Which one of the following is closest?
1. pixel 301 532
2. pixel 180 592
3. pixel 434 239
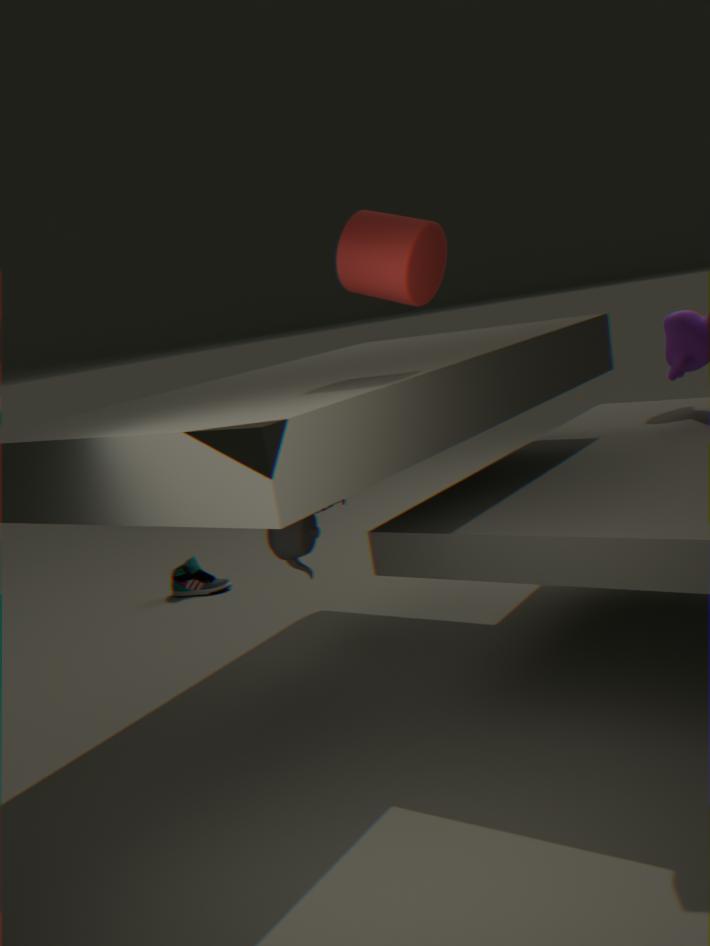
pixel 434 239
